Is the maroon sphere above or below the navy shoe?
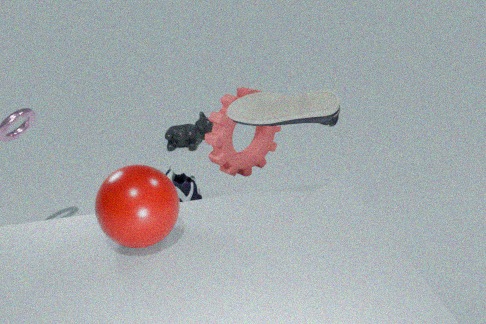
above
